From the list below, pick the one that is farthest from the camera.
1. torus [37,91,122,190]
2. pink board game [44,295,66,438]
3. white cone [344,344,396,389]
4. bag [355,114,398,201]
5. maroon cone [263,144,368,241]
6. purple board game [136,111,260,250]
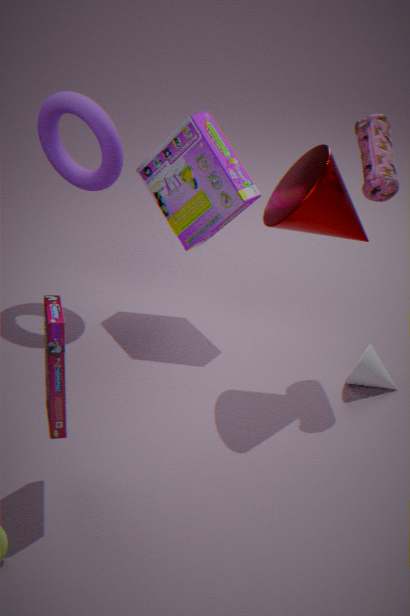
torus [37,91,122,190]
